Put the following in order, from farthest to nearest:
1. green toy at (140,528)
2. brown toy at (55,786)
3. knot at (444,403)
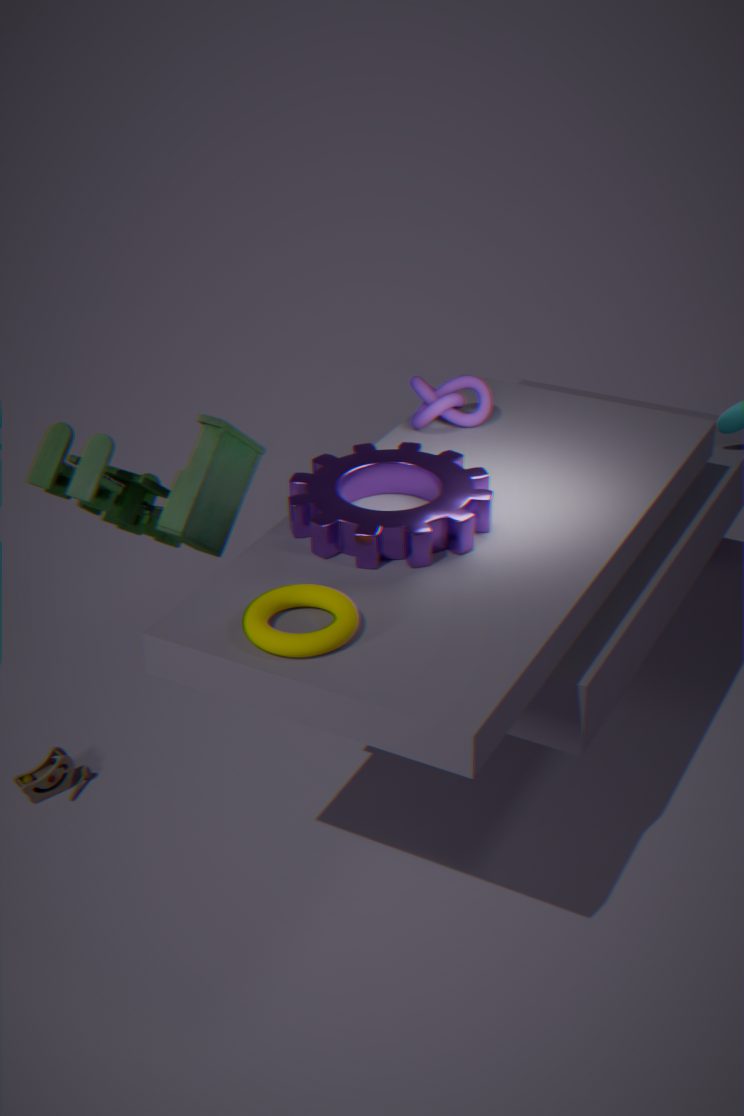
brown toy at (55,786)
knot at (444,403)
green toy at (140,528)
